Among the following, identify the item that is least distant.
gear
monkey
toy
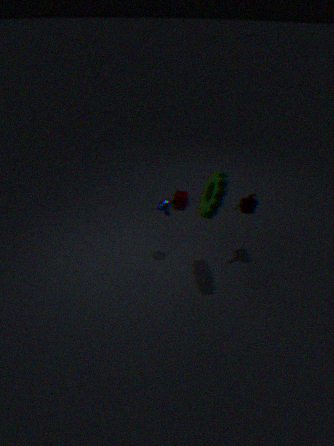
gear
